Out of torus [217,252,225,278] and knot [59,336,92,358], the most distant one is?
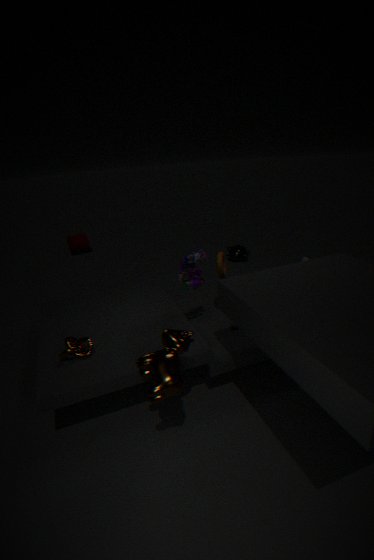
torus [217,252,225,278]
